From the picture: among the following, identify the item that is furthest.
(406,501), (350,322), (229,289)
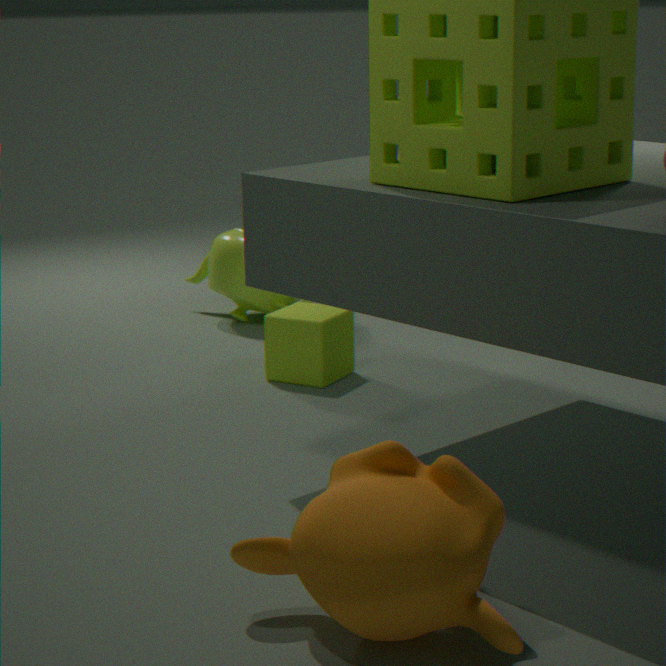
(229,289)
